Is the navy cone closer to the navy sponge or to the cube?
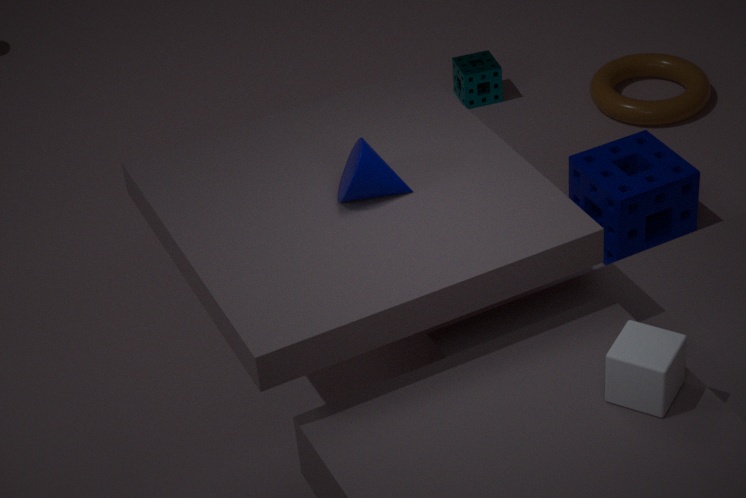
the cube
